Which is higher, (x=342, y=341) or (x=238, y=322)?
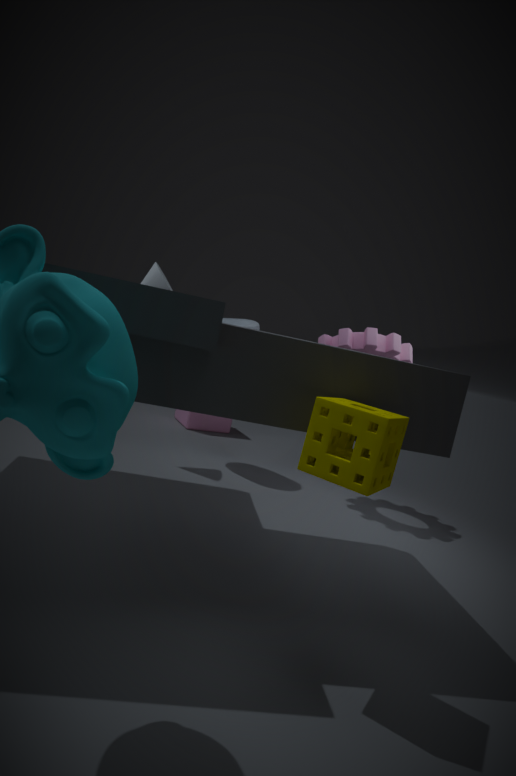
(x=342, y=341)
